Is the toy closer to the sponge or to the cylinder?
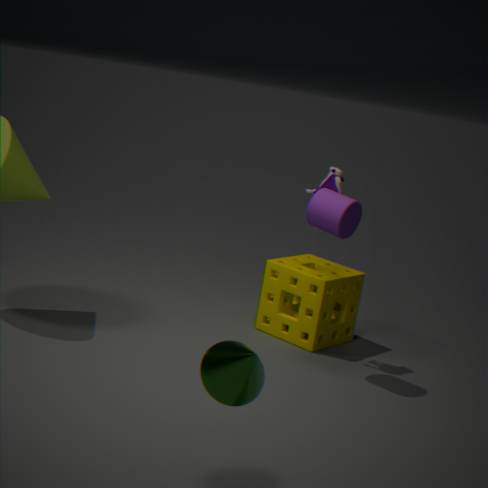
the cylinder
